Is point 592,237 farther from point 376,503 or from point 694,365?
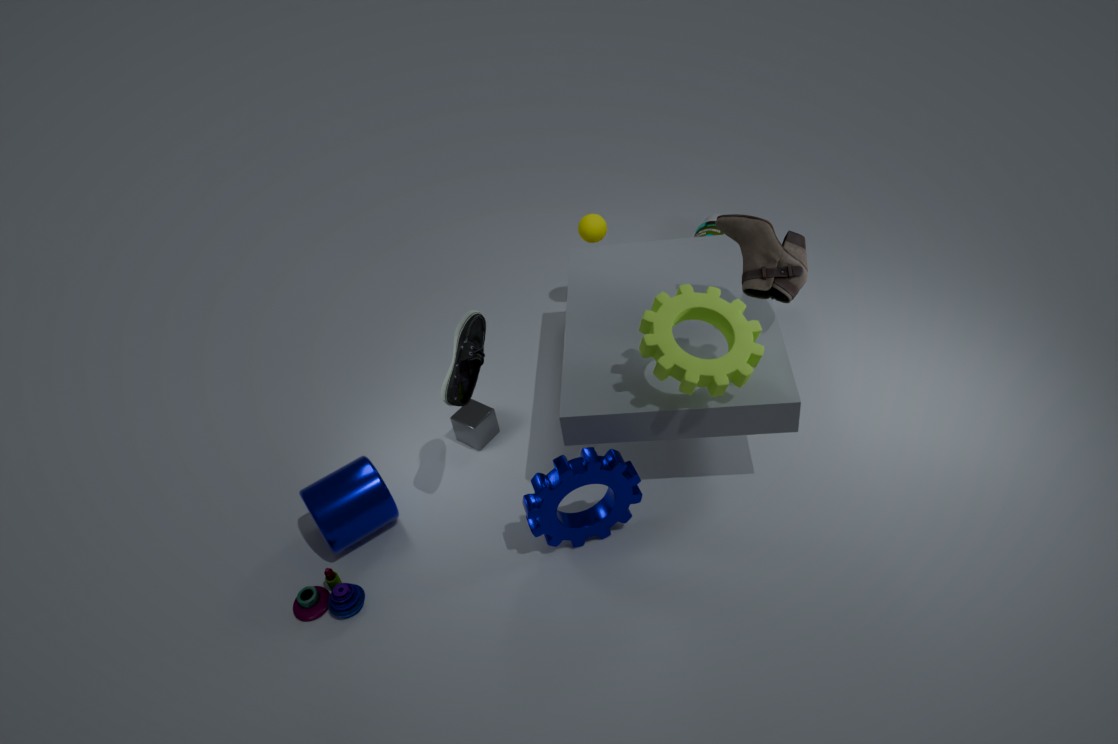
point 376,503
